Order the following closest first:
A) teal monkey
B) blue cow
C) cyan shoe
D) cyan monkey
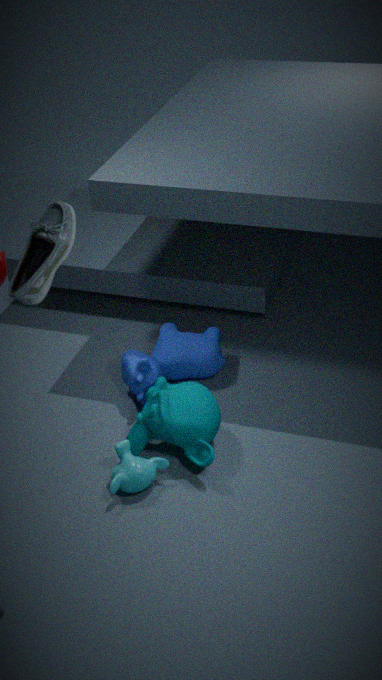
cyan shoe
cyan monkey
teal monkey
blue cow
